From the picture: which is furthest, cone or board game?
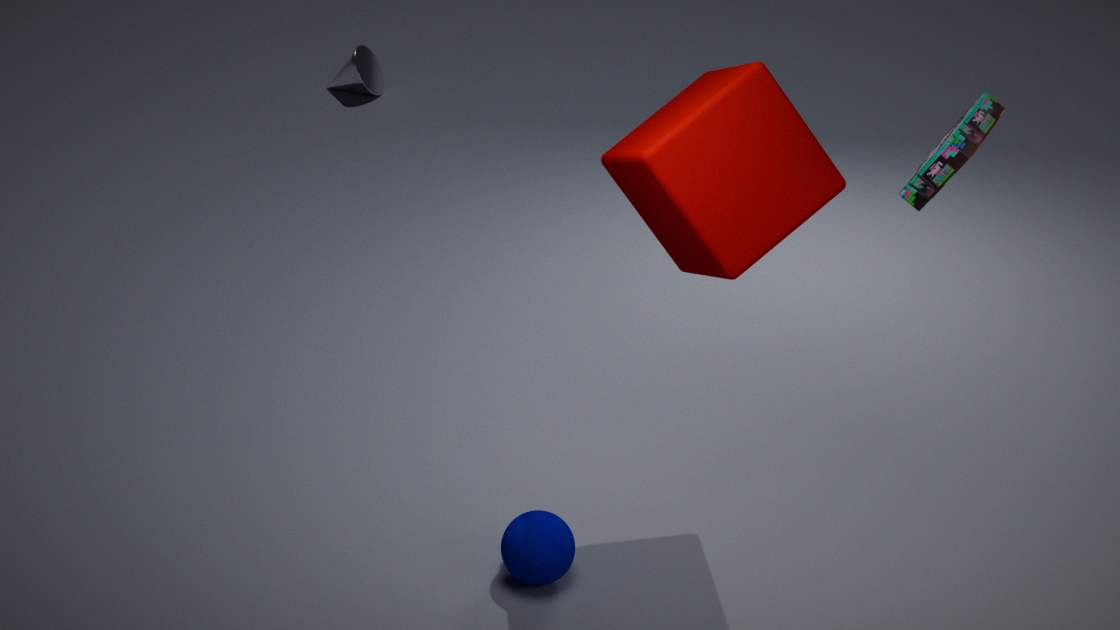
cone
